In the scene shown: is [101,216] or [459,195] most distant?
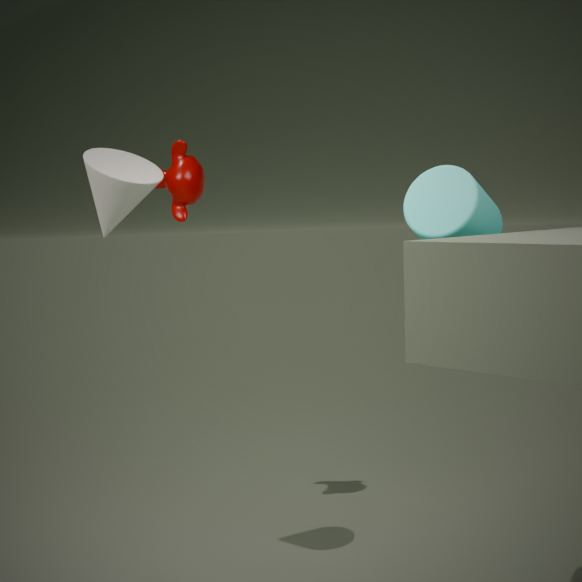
[101,216]
